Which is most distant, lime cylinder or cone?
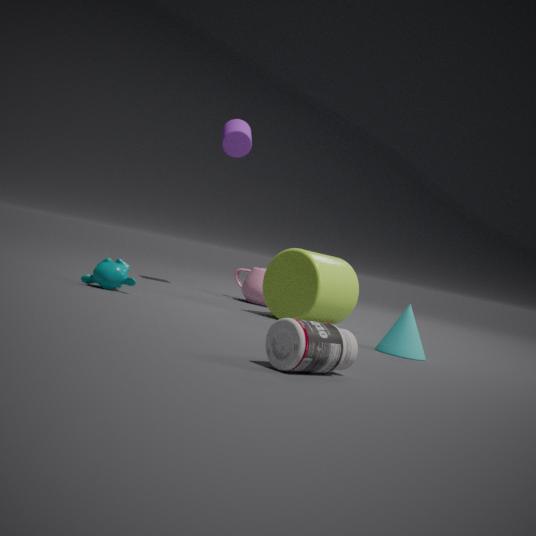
lime cylinder
